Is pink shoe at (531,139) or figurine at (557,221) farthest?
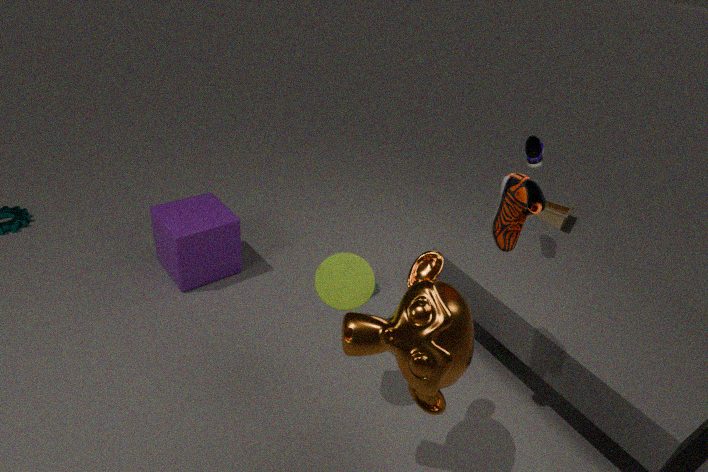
figurine at (557,221)
